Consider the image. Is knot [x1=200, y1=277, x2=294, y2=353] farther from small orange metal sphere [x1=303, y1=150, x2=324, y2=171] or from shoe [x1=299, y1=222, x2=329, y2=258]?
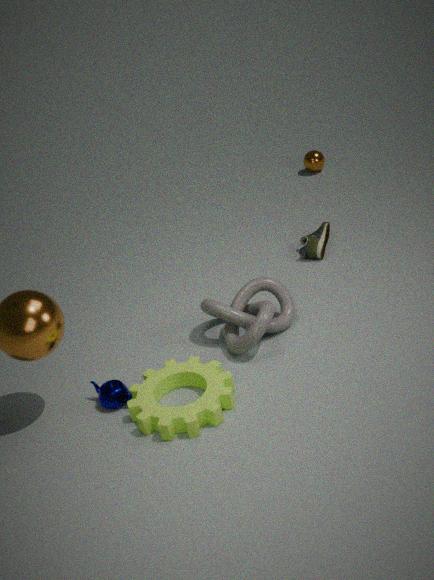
small orange metal sphere [x1=303, y1=150, x2=324, y2=171]
